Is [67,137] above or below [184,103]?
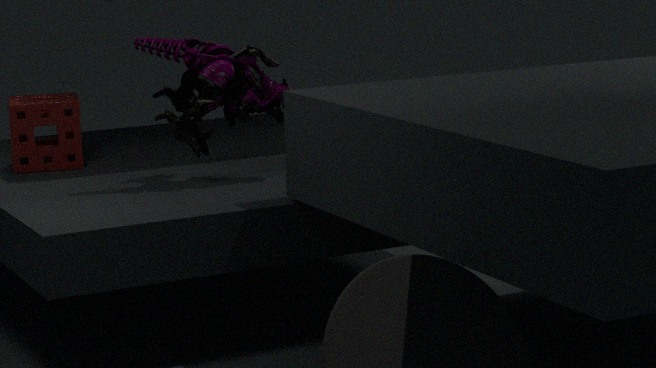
below
